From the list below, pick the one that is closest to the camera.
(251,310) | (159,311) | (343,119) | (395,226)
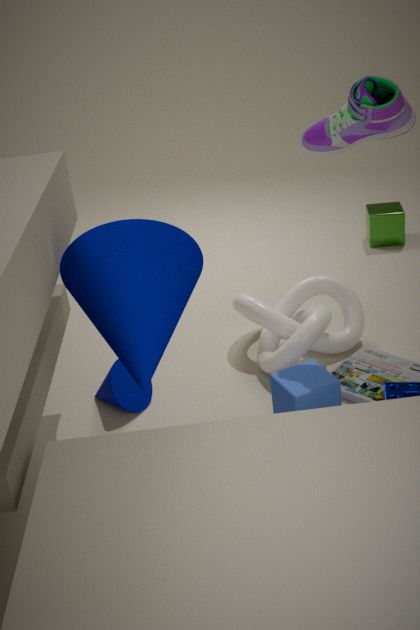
(159,311)
